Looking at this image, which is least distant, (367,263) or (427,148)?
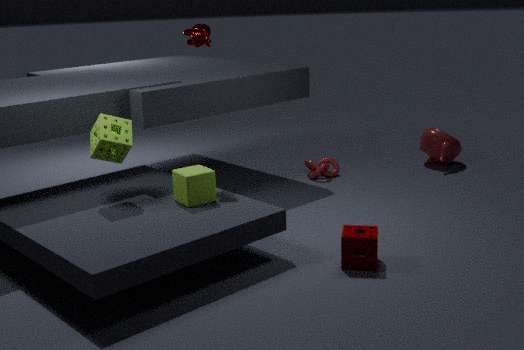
(367,263)
